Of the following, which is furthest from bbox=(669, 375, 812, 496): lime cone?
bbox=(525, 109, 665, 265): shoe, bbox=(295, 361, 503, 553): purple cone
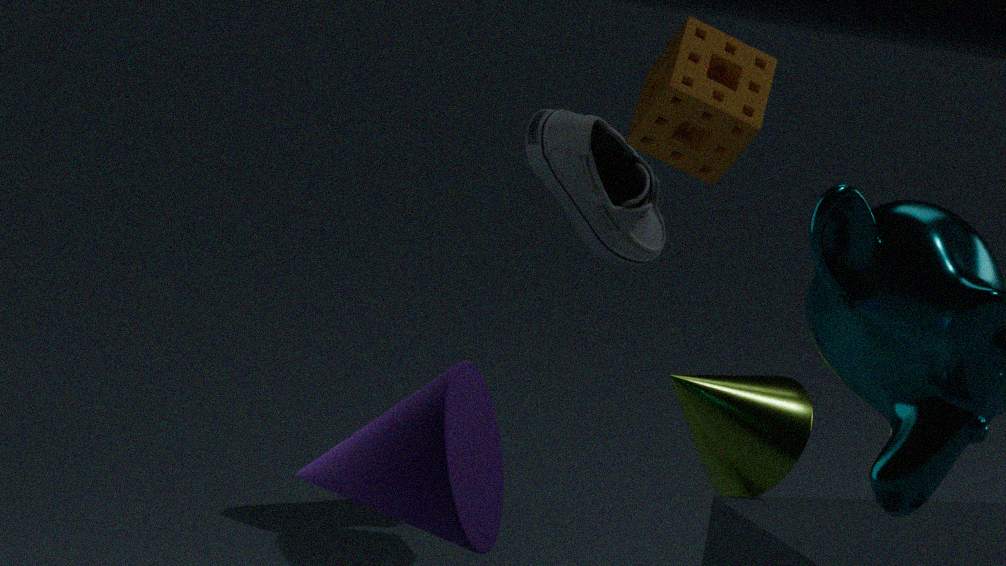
bbox=(295, 361, 503, 553): purple cone
